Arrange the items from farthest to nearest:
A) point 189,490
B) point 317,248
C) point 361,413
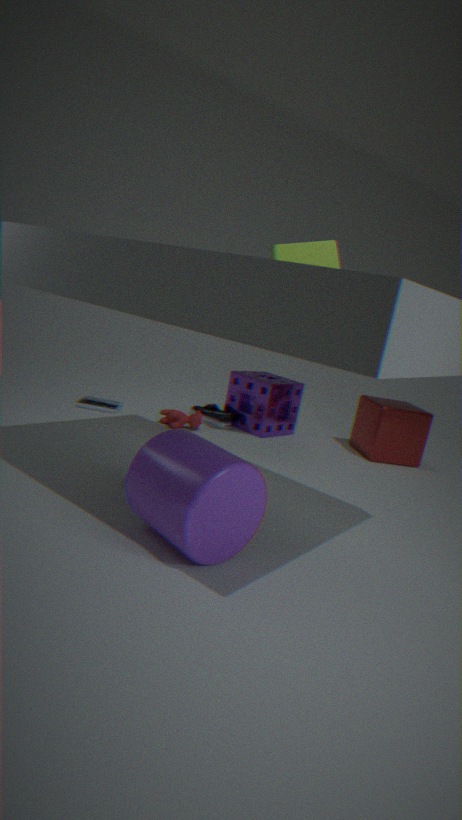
1. point 361,413
2. point 317,248
3. point 189,490
